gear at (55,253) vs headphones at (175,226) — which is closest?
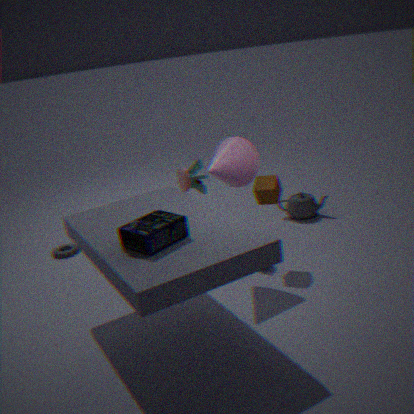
headphones at (175,226)
